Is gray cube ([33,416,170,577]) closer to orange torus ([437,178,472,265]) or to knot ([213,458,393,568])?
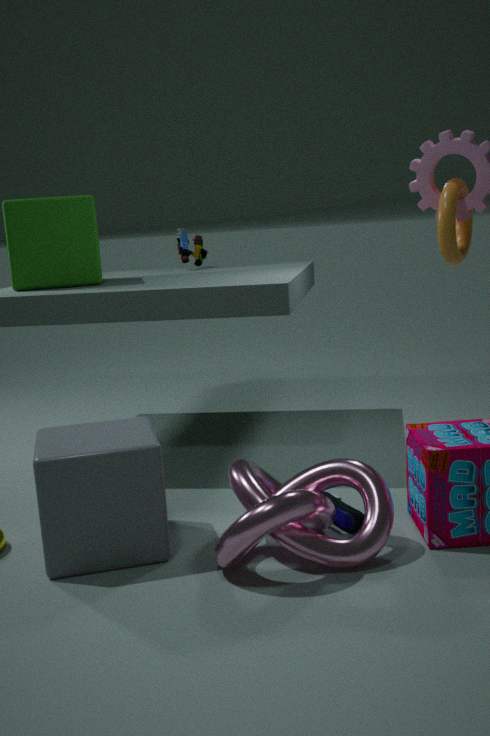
knot ([213,458,393,568])
